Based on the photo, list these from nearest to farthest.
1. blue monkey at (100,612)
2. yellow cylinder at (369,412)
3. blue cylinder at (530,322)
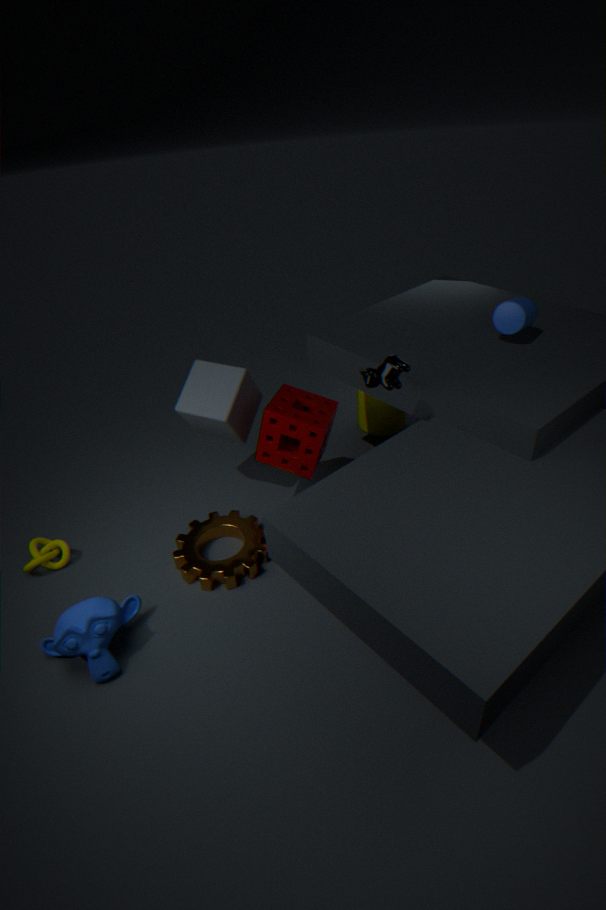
blue monkey at (100,612) < blue cylinder at (530,322) < yellow cylinder at (369,412)
